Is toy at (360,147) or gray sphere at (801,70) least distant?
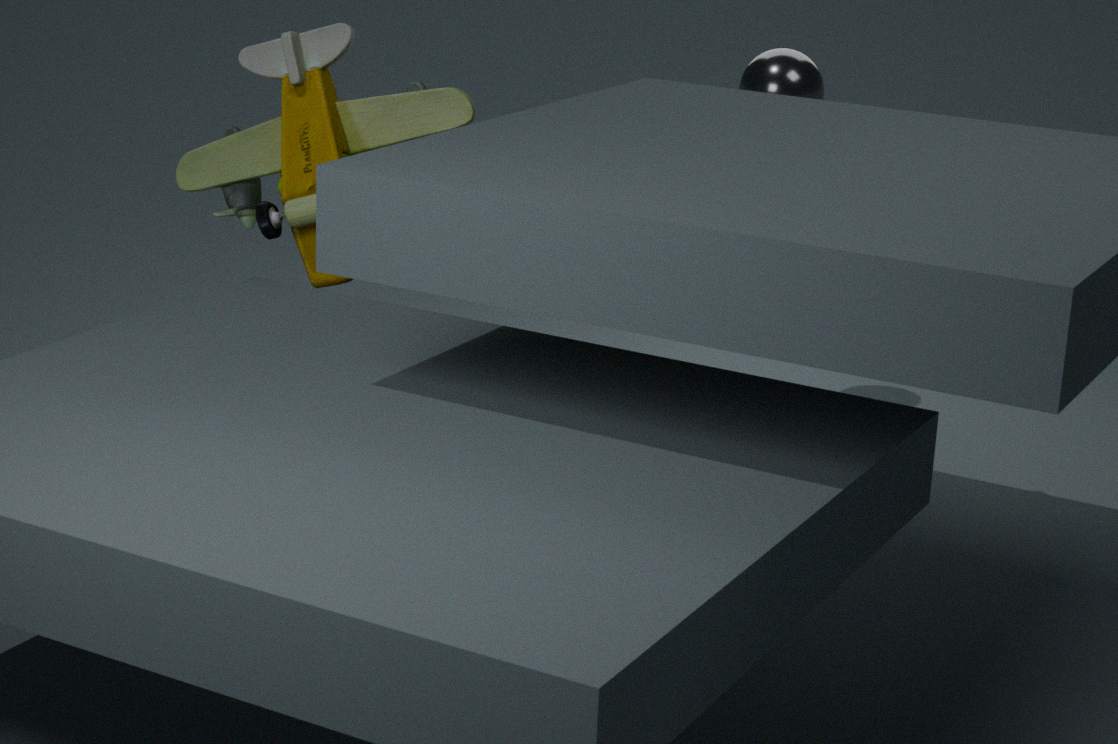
toy at (360,147)
